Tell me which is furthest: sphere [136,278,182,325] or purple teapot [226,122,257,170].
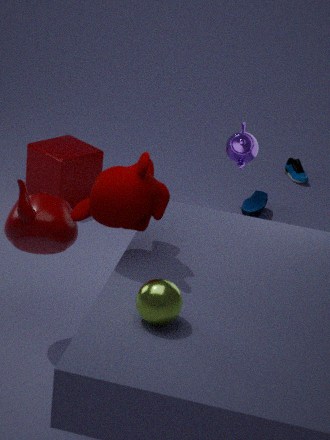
purple teapot [226,122,257,170]
